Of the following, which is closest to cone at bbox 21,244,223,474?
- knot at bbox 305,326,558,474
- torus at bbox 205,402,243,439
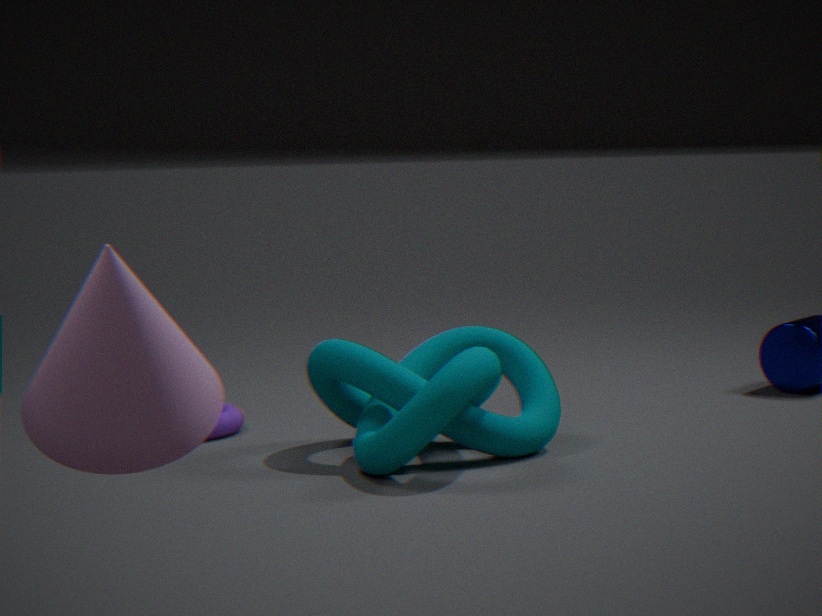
knot at bbox 305,326,558,474
